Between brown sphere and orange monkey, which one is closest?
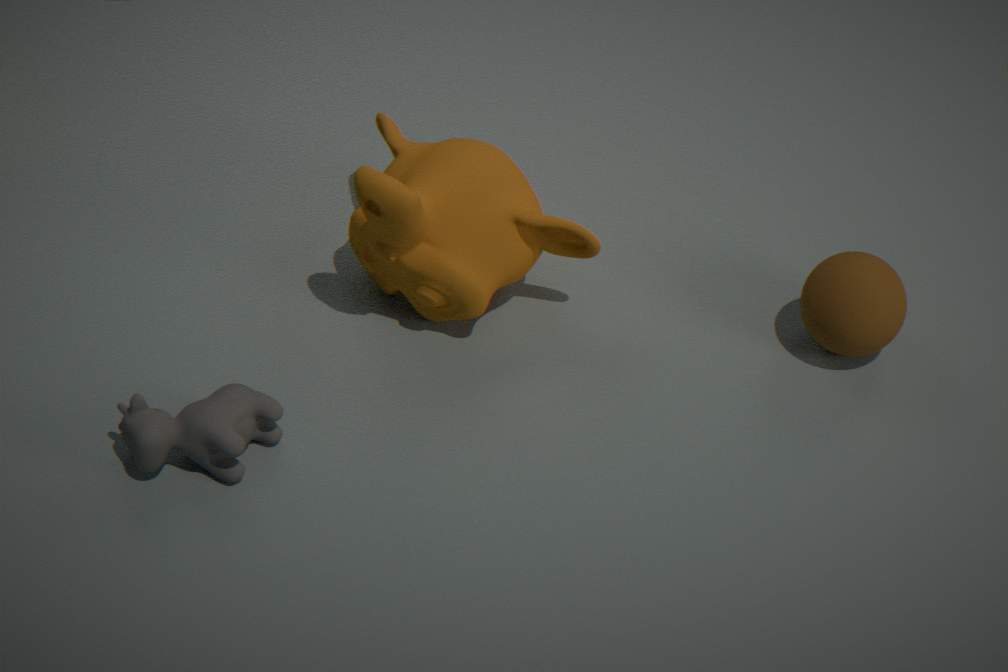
orange monkey
